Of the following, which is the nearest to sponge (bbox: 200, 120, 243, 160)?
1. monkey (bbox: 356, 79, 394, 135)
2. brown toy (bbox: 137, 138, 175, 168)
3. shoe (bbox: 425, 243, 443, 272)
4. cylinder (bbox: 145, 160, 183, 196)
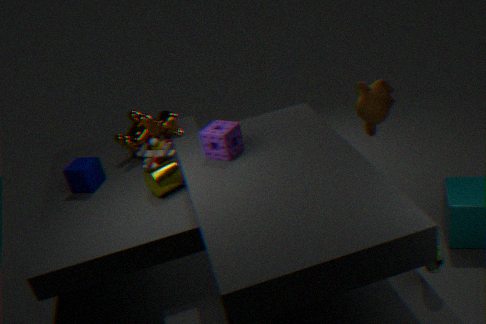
cylinder (bbox: 145, 160, 183, 196)
